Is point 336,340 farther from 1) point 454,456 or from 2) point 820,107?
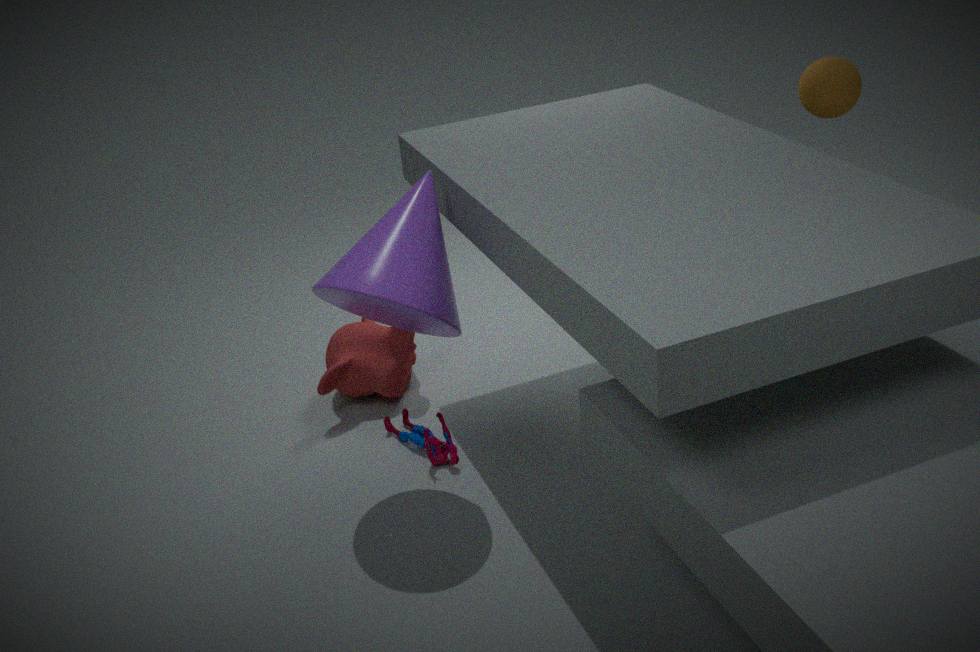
2) point 820,107
